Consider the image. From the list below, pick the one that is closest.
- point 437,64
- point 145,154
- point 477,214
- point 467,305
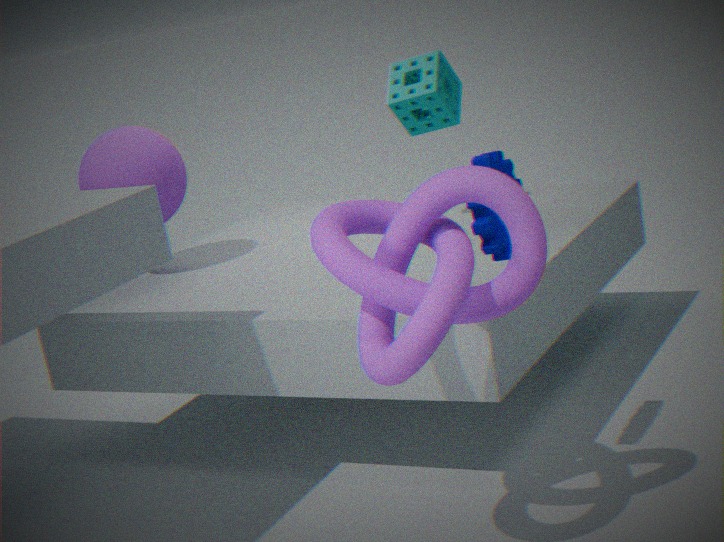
point 467,305
